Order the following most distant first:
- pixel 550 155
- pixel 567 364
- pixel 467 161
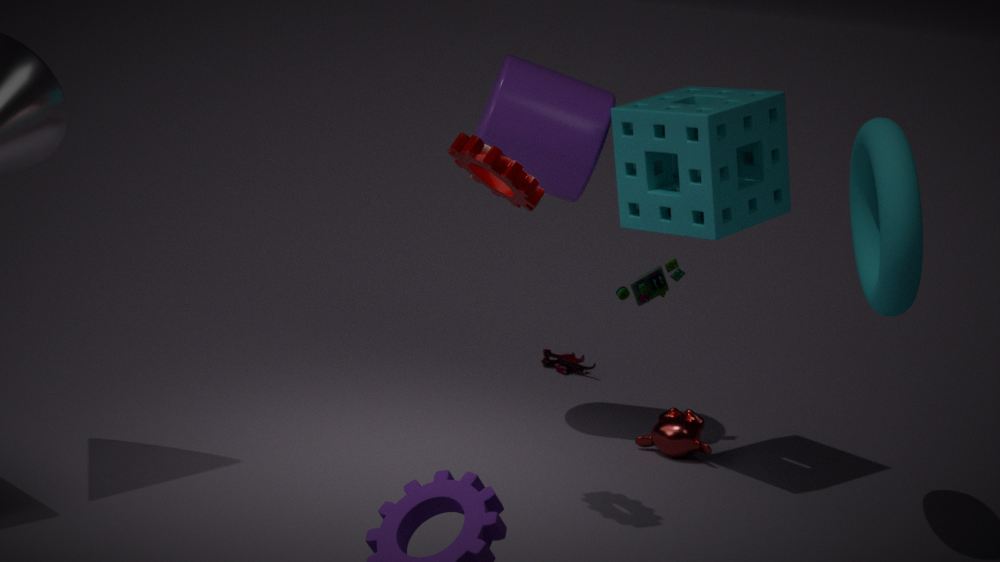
pixel 567 364 < pixel 550 155 < pixel 467 161
